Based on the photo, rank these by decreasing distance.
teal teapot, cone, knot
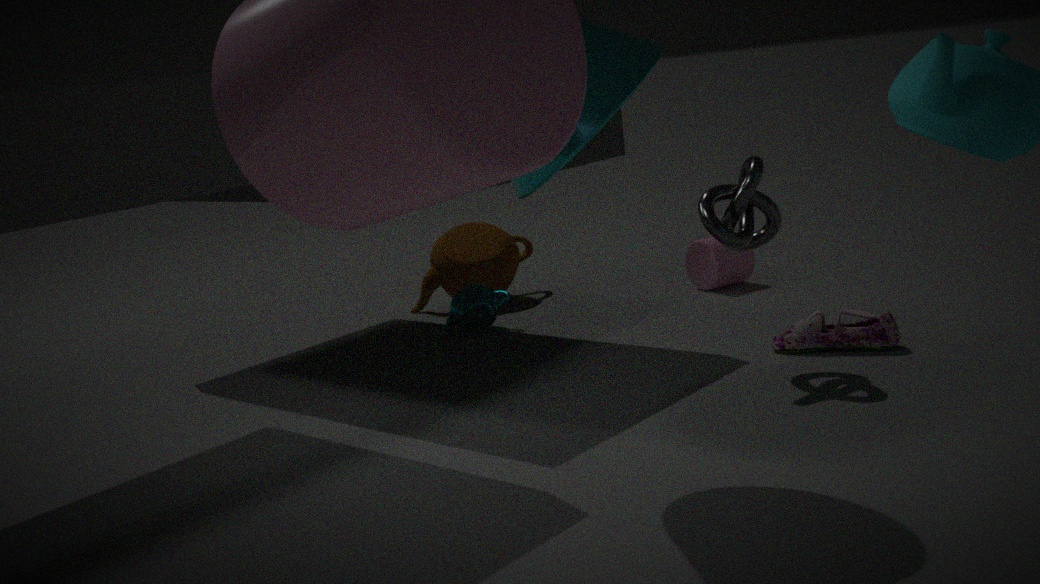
teal teapot < knot < cone
